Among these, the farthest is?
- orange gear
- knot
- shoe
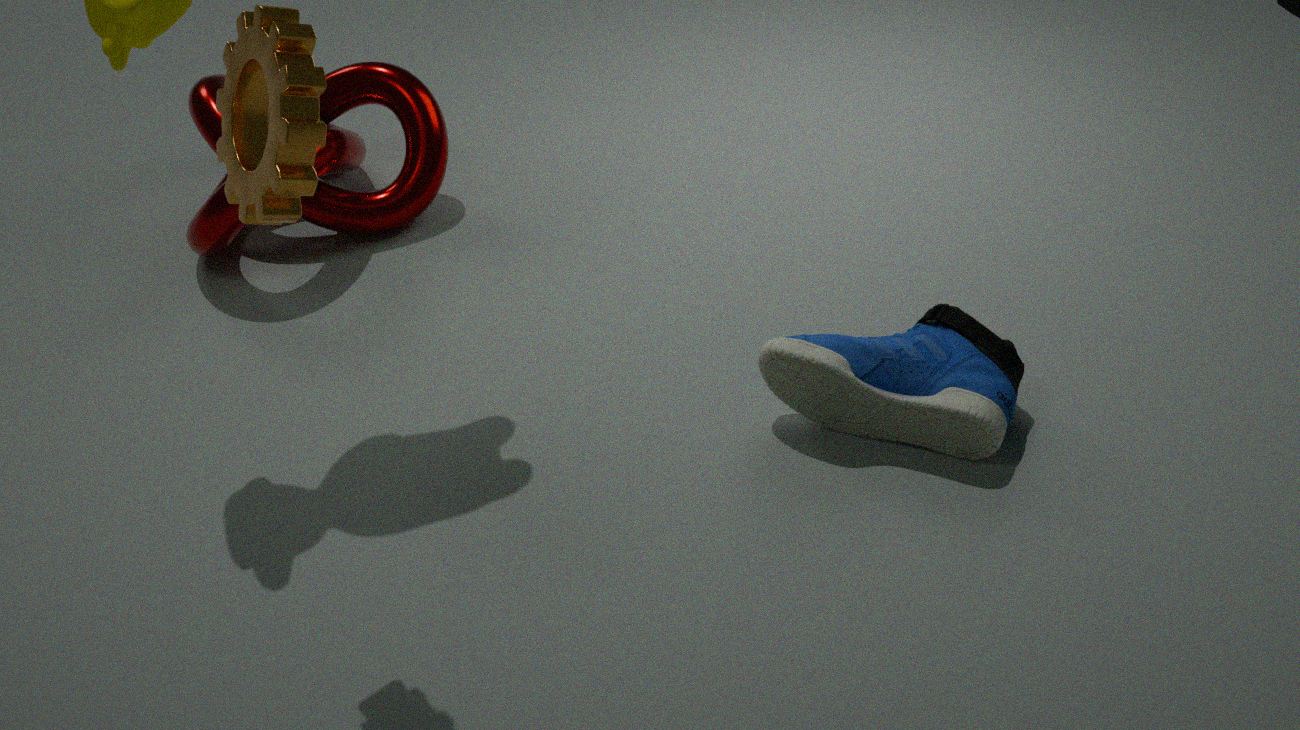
knot
